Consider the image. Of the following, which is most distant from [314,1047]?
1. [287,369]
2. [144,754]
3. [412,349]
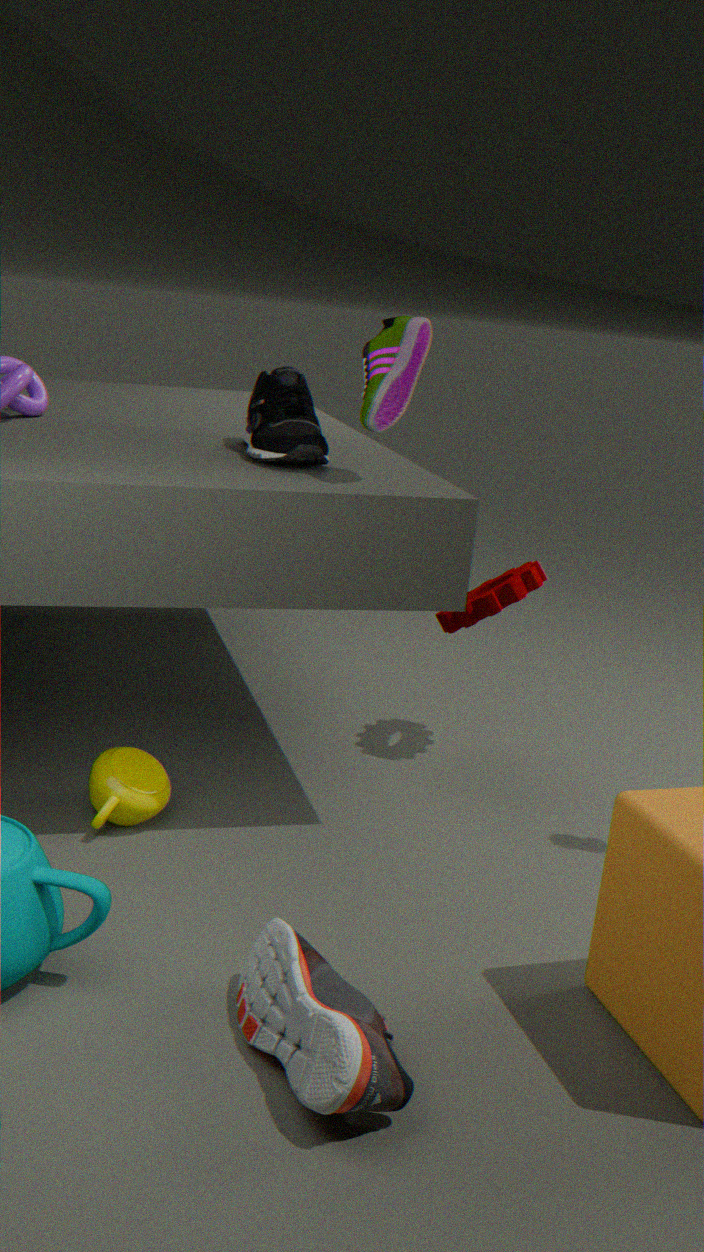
[287,369]
